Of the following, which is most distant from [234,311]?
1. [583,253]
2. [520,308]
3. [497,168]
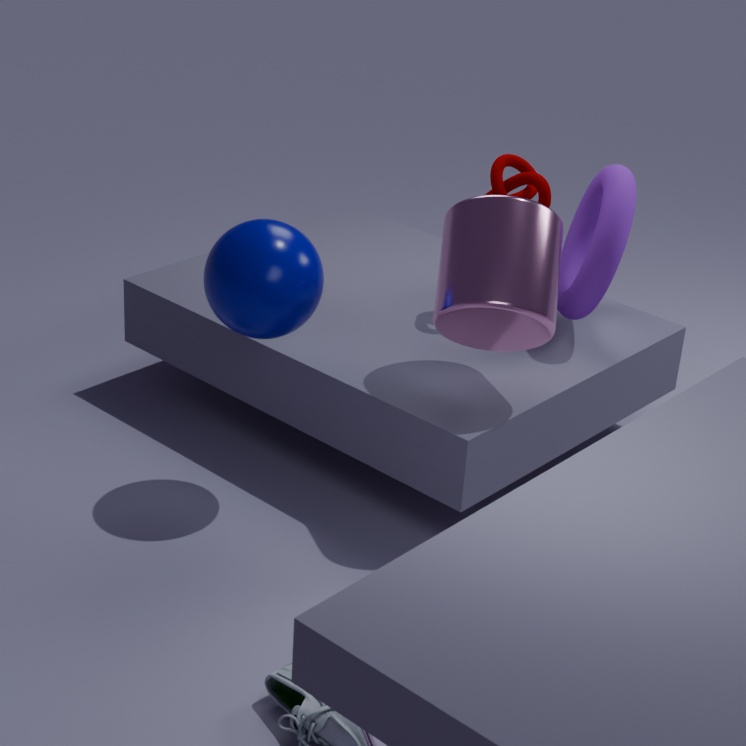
[583,253]
